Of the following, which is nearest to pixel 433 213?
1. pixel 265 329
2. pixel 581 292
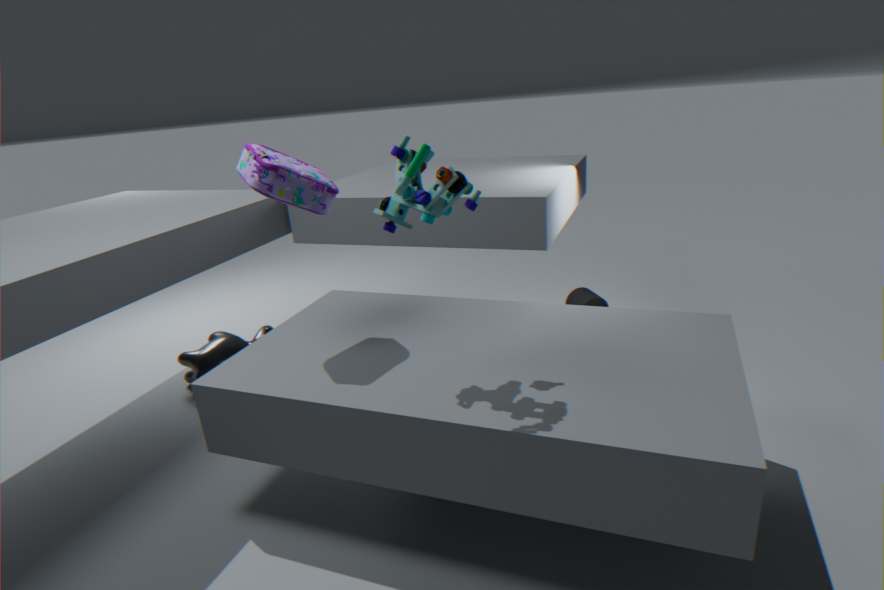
pixel 265 329
